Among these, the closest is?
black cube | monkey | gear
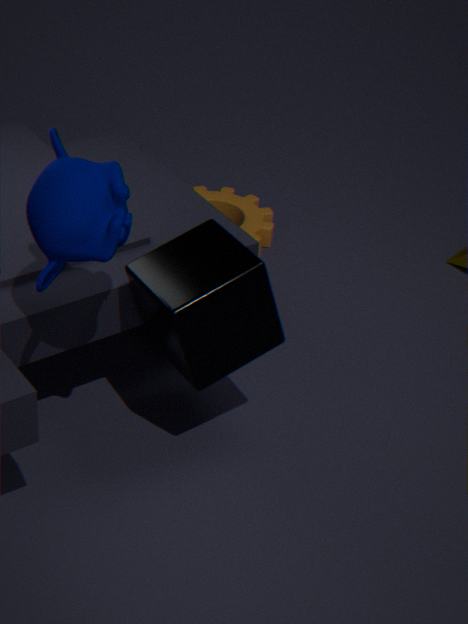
monkey
